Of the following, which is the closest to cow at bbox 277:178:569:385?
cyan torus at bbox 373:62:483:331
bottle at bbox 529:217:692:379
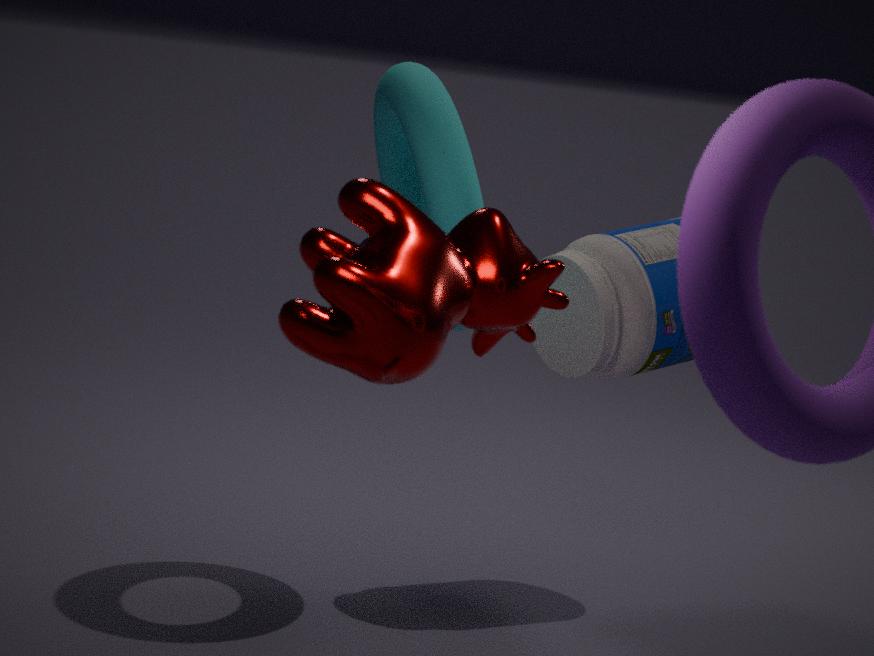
cyan torus at bbox 373:62:483:331
